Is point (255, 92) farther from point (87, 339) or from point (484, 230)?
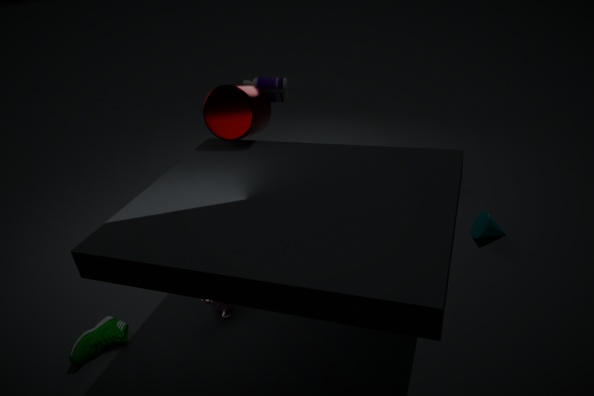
point (484, 230)
